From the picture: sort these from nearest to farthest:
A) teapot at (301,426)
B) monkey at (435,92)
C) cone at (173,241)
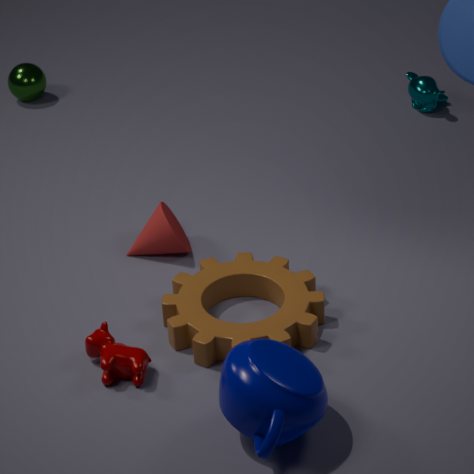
1. teapot at (301,426)
2. cone at (173,241)
3. monkey at (435,92)
